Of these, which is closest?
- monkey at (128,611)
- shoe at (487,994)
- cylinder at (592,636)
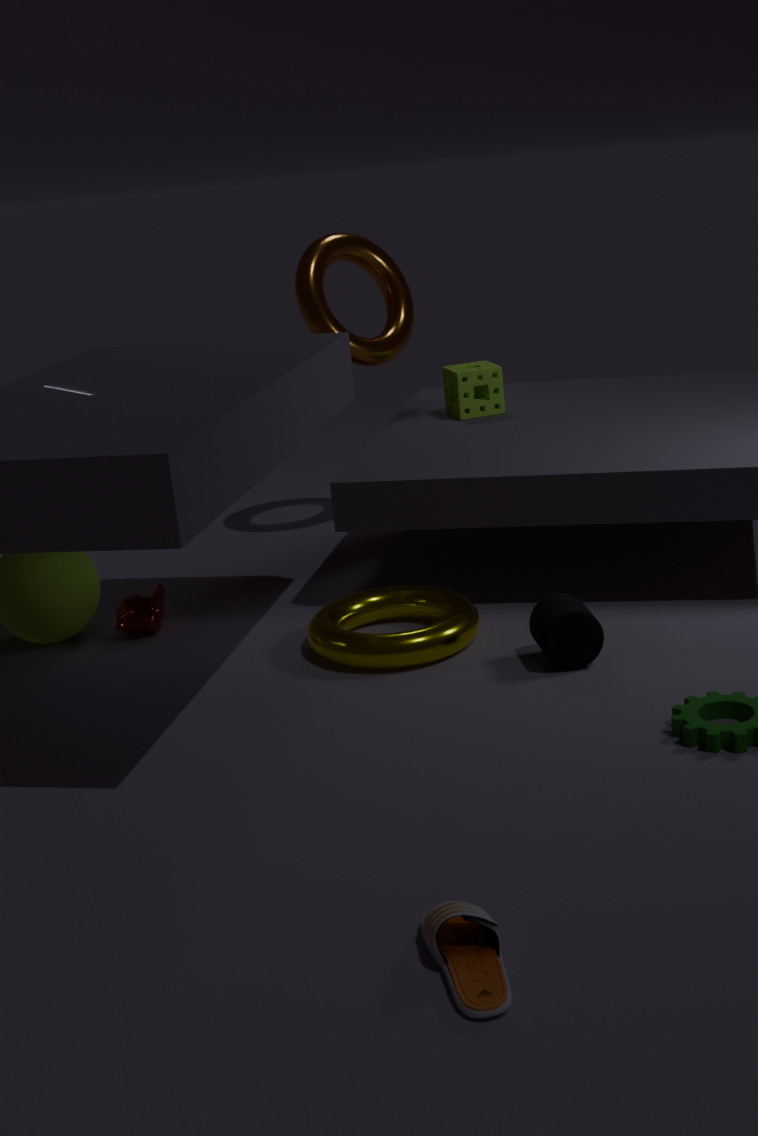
shoe at (487,994)
